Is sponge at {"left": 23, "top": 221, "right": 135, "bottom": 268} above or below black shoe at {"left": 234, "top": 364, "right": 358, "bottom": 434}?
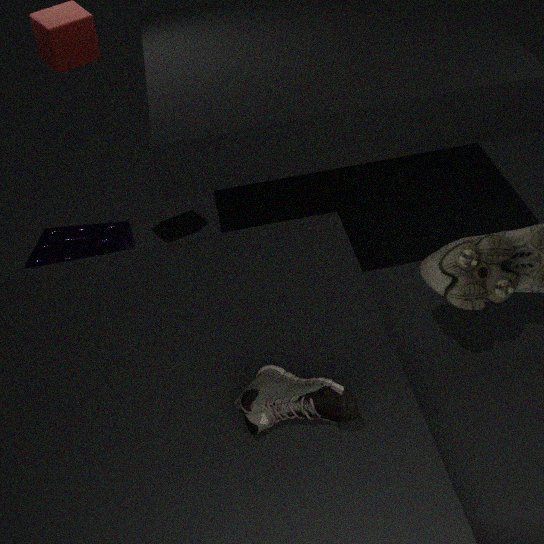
below
